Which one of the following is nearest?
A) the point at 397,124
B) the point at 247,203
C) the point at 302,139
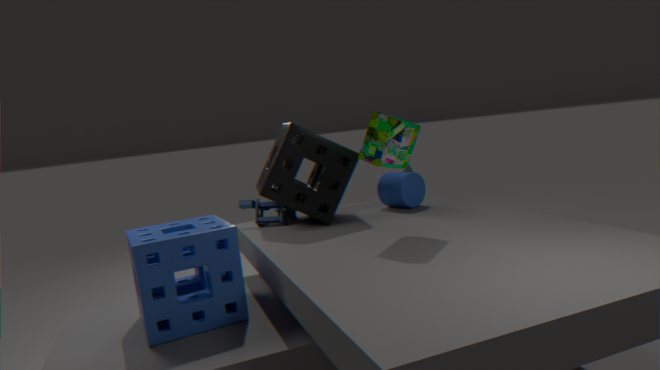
the point at 397,124
